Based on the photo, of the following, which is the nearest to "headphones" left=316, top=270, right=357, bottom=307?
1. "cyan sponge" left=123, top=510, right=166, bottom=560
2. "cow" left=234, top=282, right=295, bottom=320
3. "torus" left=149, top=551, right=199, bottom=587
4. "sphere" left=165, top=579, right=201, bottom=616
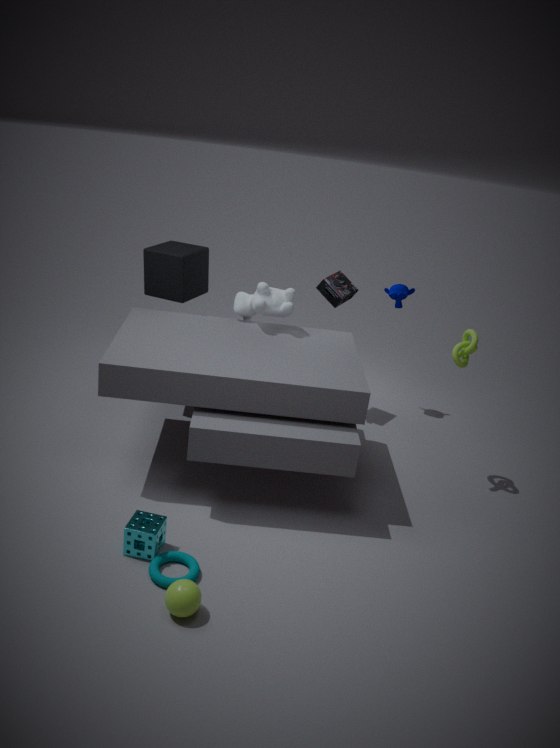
"cow" left=234, top=282, right=295, bottom=320
